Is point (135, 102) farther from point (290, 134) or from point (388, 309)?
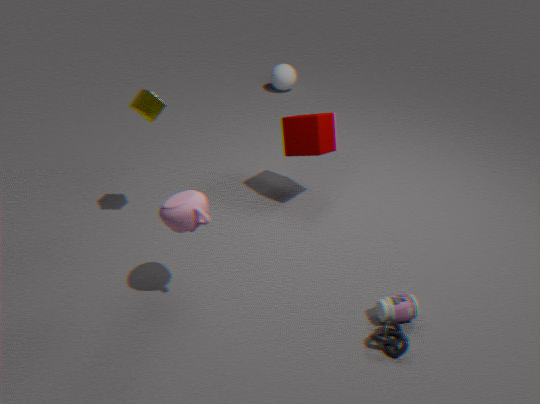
point (388, 309)
